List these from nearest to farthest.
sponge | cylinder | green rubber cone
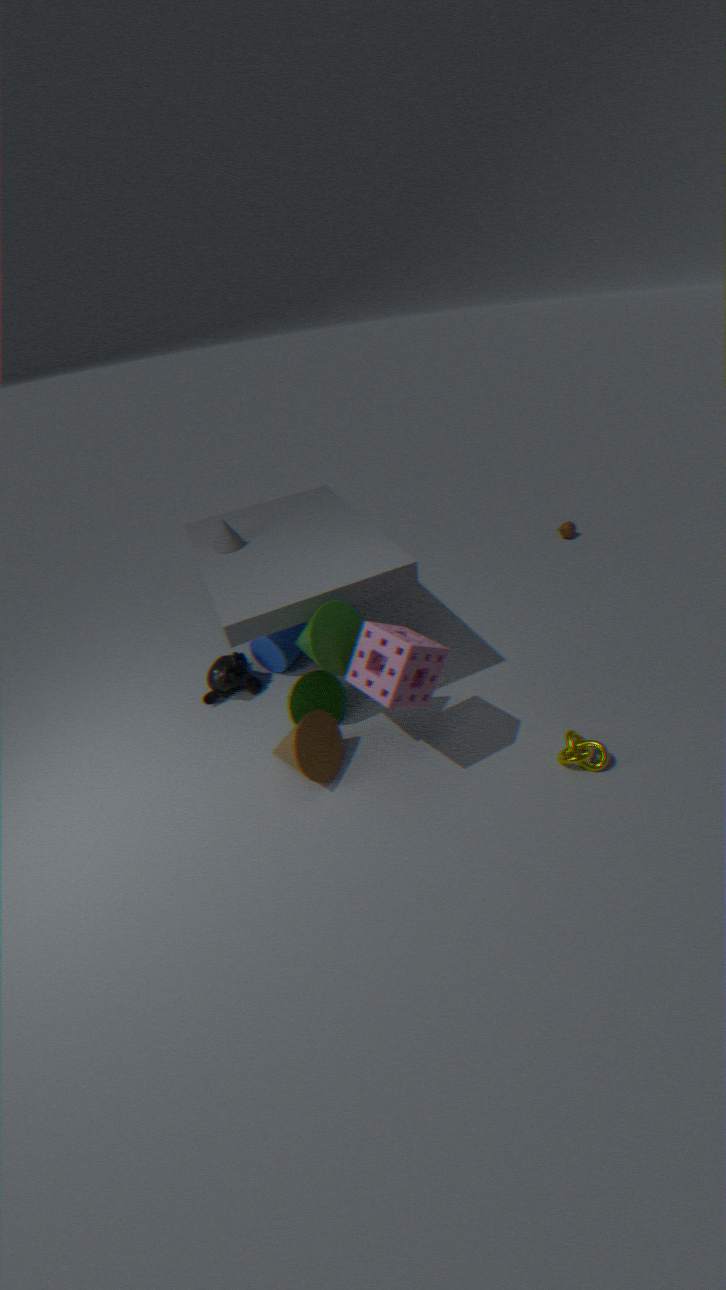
1. sponge
2. green rubber cone
3. cylinder
